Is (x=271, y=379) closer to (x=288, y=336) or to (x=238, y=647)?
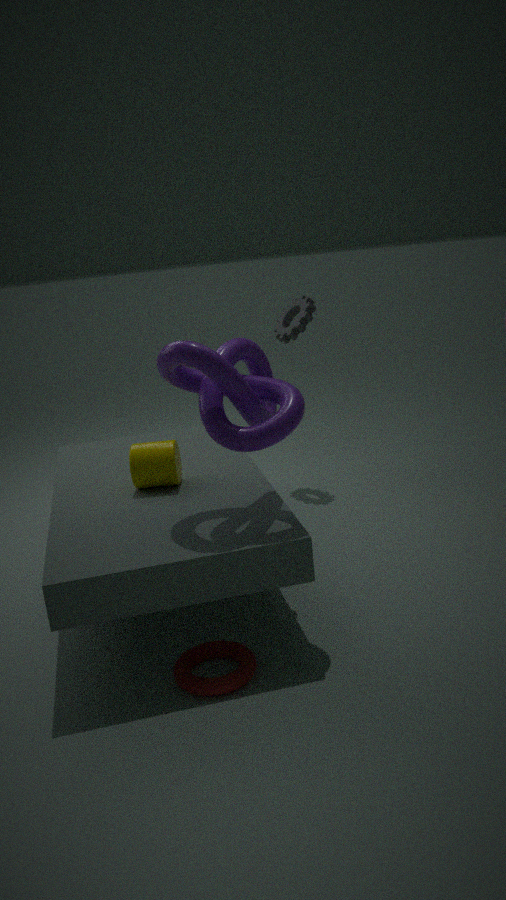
(x=238, y=647)
